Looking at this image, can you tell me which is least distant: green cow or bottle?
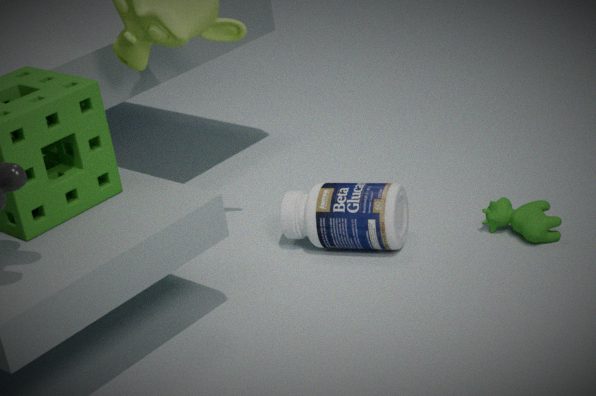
green cow
